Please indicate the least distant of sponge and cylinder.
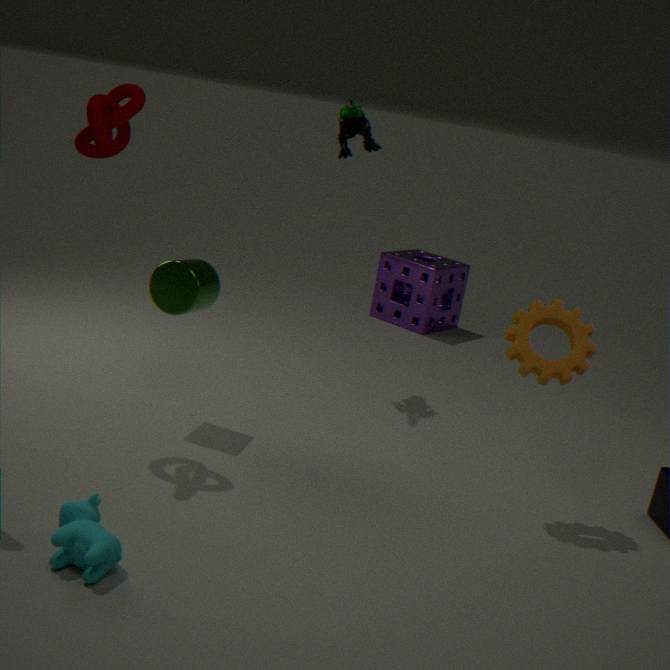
cylinder
